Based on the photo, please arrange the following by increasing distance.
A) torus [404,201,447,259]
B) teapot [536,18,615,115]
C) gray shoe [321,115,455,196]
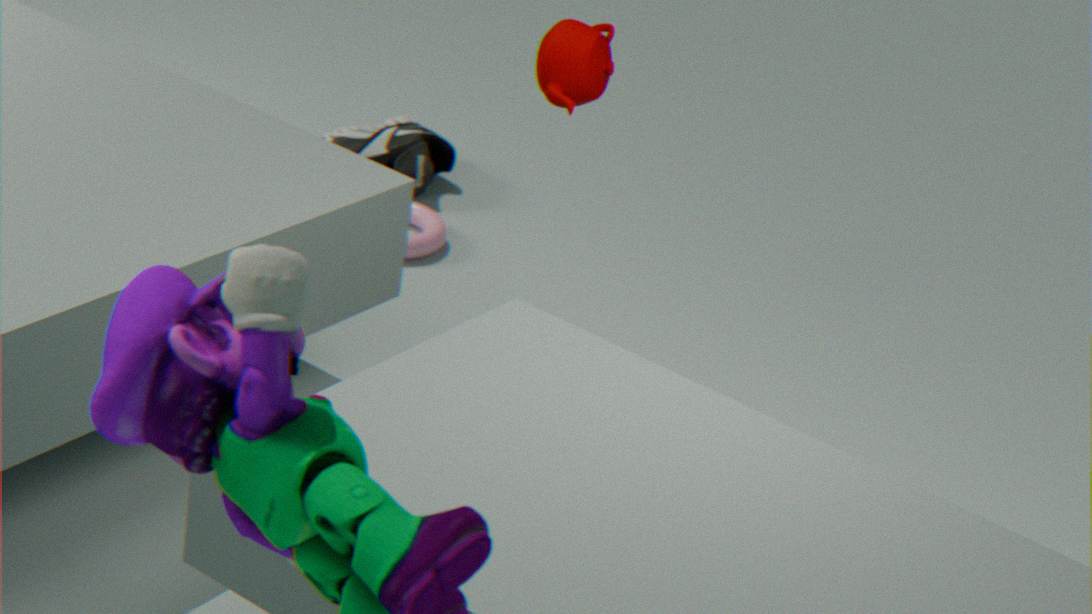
teapot [536,18,615,115] < torus [404,201,447,259] < gray shoe [321,115,455,196]
